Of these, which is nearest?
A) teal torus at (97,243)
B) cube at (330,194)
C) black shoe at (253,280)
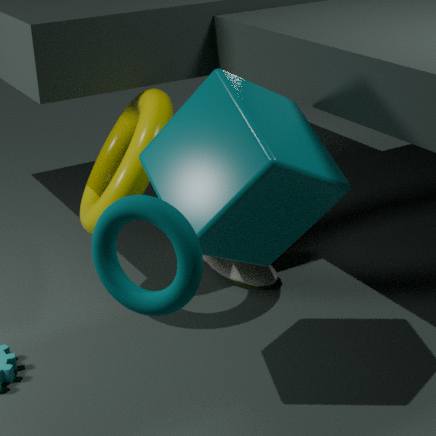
teal torus at (97,243)
